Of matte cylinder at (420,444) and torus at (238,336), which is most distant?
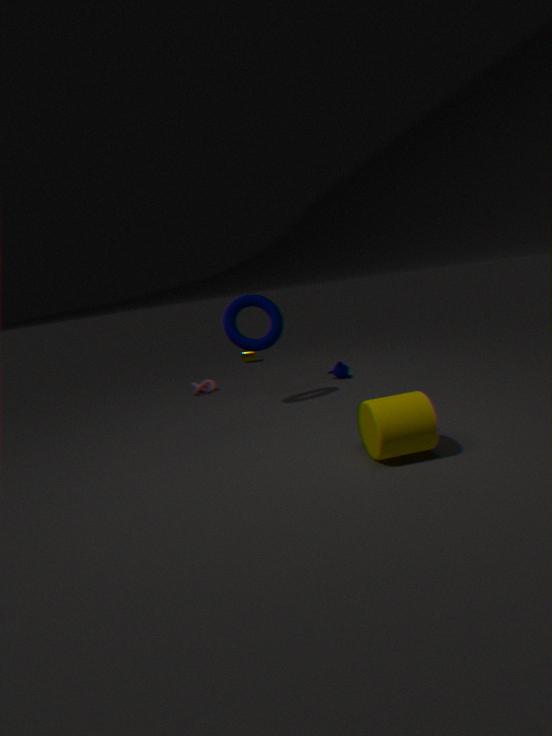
torus at (238,336)
